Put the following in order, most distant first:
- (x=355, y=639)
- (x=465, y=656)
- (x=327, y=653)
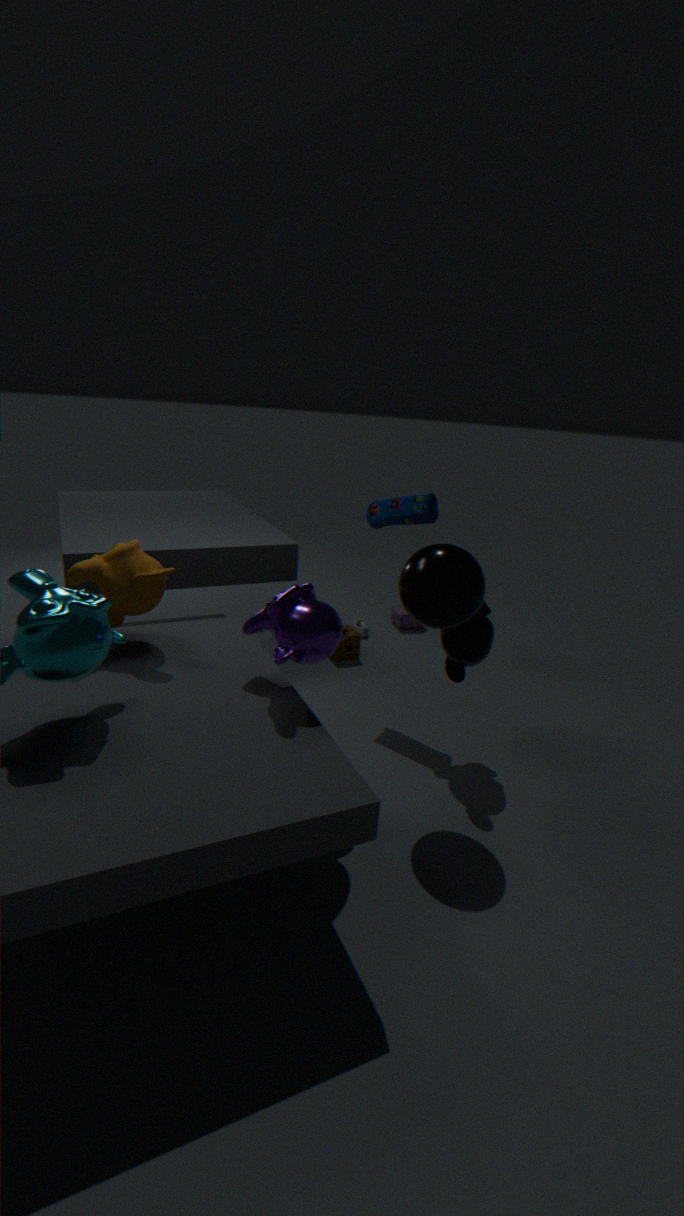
(x=355, y=639)
(x=465, y=656)
(x=327, y=653)
